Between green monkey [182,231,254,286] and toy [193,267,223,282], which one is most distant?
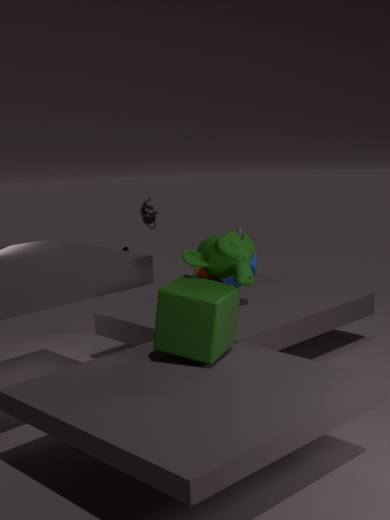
toy [193,267,223,282]
